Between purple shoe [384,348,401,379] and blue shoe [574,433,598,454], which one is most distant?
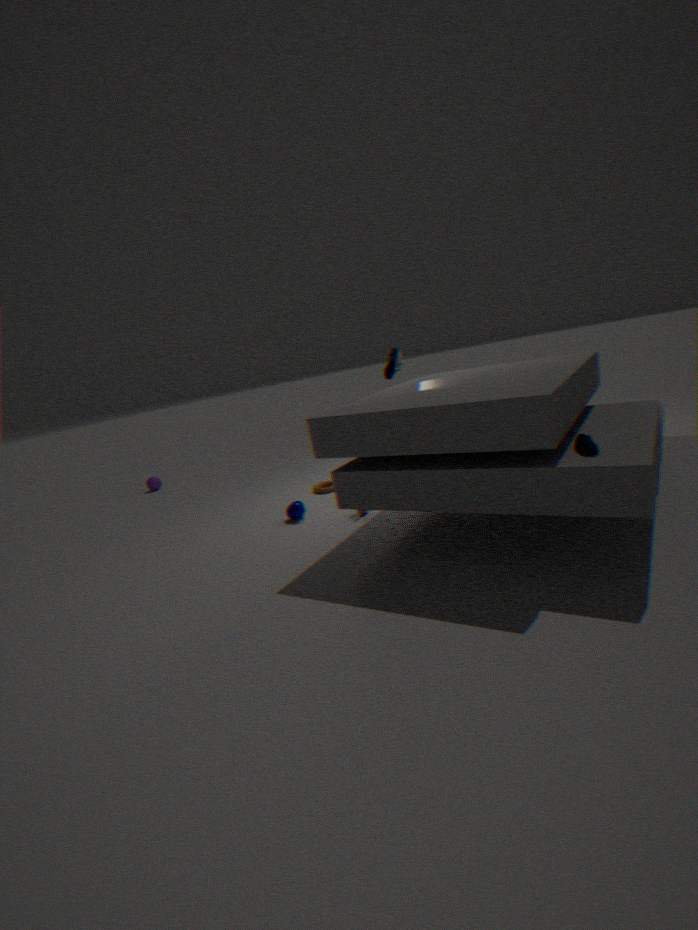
purple shoe [384,348,401,379]
